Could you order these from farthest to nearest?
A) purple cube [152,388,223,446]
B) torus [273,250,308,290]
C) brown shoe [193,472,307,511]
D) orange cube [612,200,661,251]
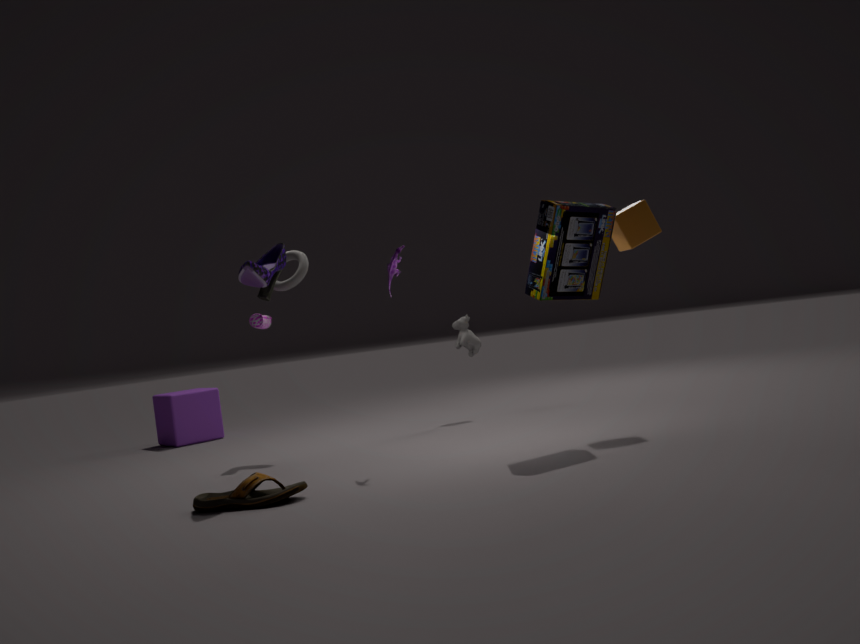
1. purple cube [152,388,223,446]
2. torus [273,250,308,290]
3. orange cube [612,200,661,251]
4. brown shoe [193,472,307,511]
